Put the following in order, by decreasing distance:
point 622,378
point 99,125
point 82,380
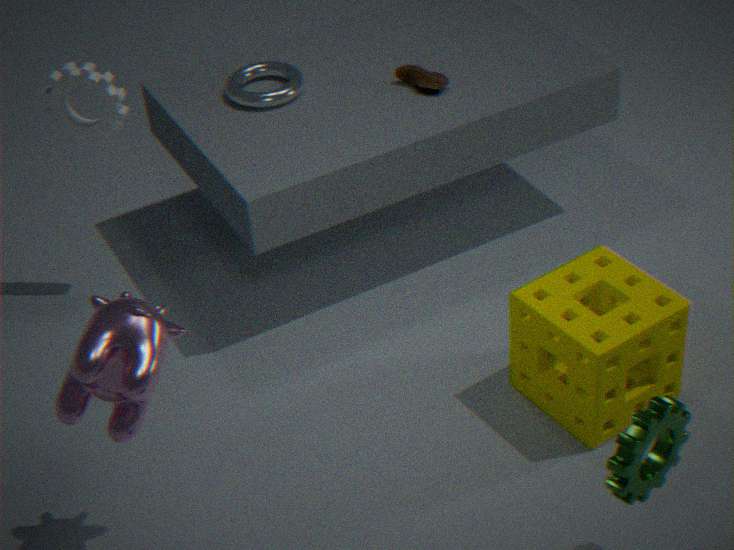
point 99,125 < point 622,378 < point 82,380
